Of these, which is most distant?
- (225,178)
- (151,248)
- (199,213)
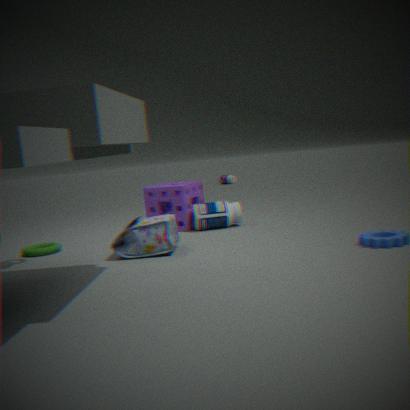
(225,178)
